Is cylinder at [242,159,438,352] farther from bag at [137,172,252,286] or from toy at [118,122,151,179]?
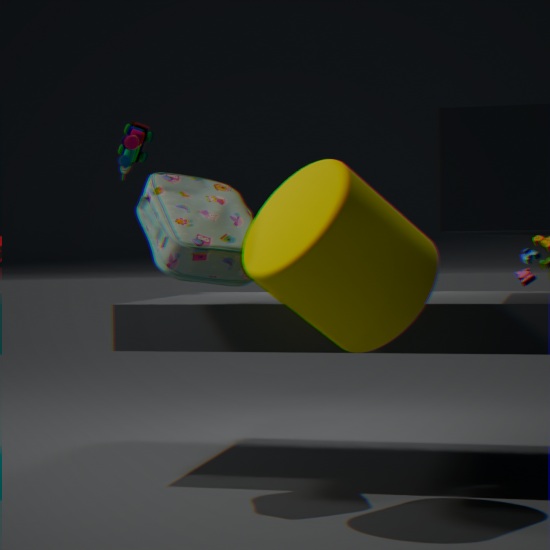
toy at [118,122,151,179]
